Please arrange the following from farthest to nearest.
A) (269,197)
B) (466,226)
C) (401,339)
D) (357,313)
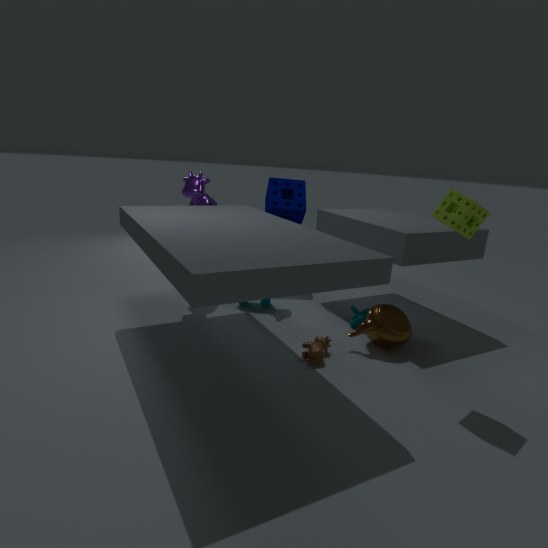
(269,197)
(357,313)
(401,339)
(466,226)
